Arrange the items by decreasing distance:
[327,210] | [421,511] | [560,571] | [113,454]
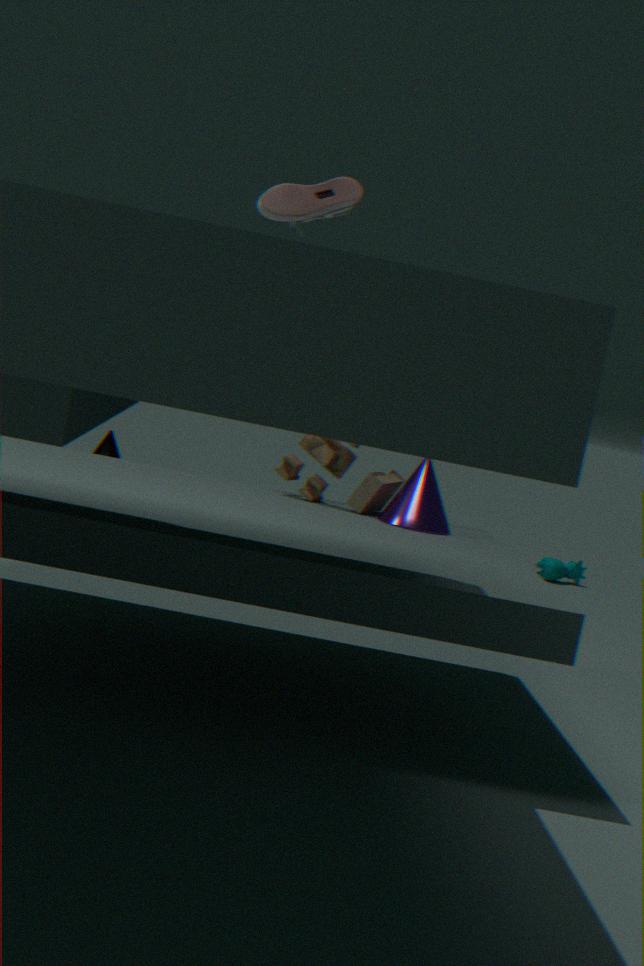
[560,571] → [113,454] → [421,511] → [327,210]
